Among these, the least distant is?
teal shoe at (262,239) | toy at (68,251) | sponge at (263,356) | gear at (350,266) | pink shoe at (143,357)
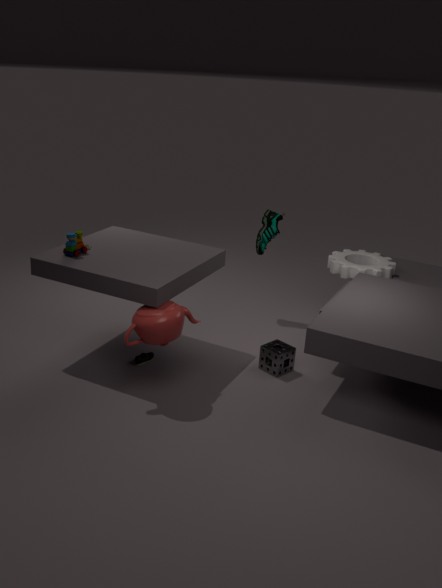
toy at (68,251)
